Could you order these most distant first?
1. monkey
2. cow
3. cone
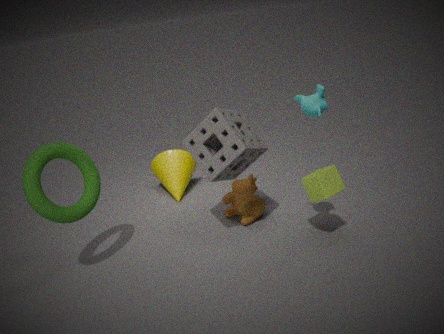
cone → cow → monkey
